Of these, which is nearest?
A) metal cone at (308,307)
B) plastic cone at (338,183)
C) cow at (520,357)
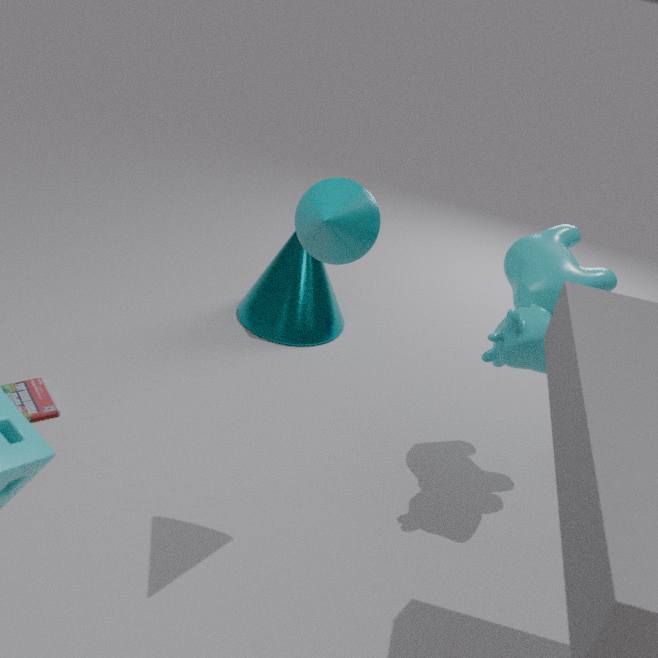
plastic cone at (338,183)
